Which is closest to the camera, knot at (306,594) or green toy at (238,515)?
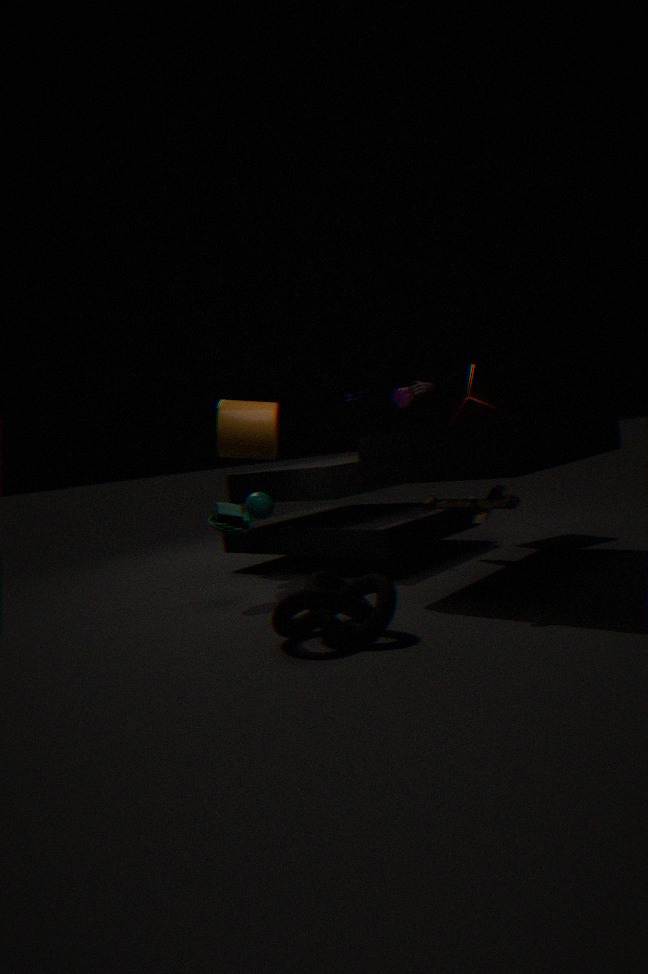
knot at (306,594)
